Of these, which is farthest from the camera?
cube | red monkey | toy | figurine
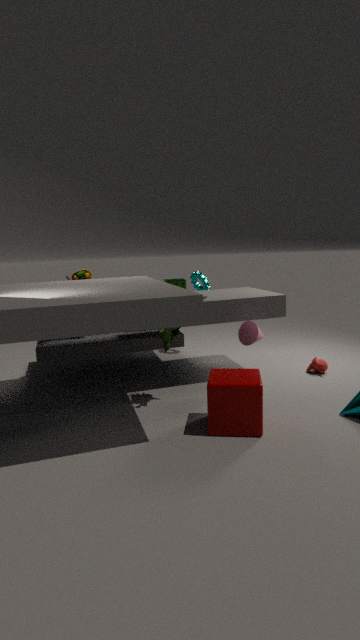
toy
